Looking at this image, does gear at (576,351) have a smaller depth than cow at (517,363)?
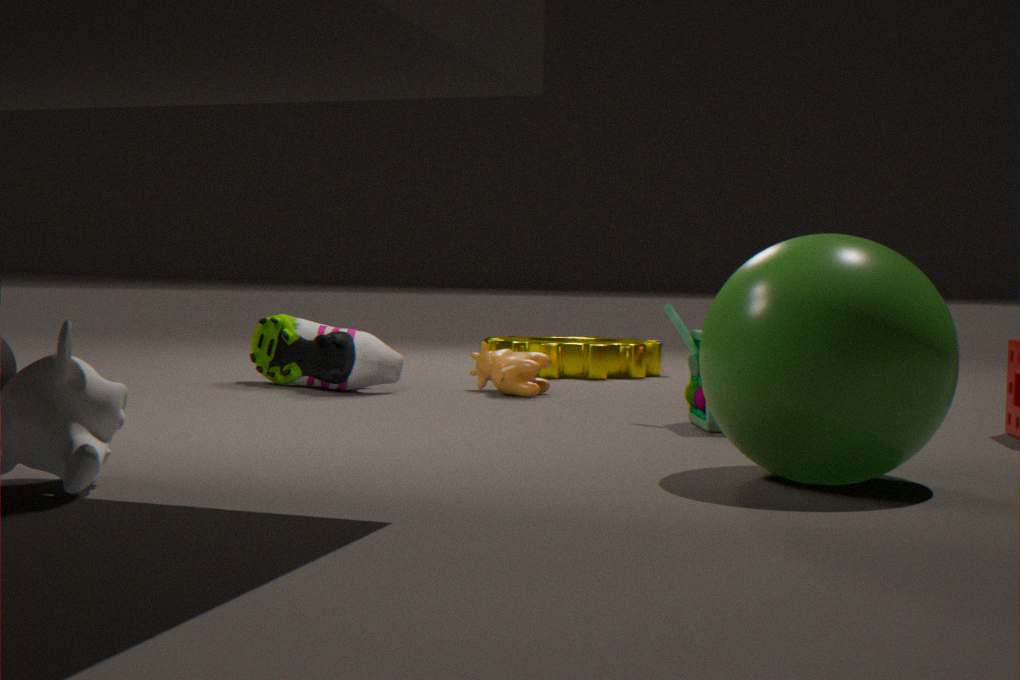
No
